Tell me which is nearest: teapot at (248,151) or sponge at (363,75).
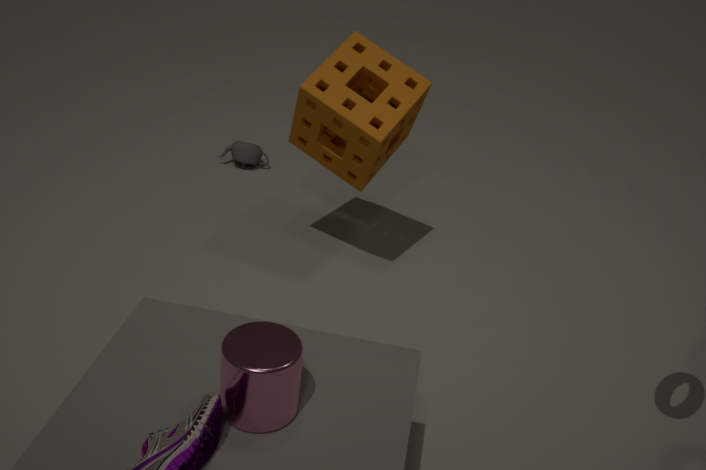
sponge at (363,75)
